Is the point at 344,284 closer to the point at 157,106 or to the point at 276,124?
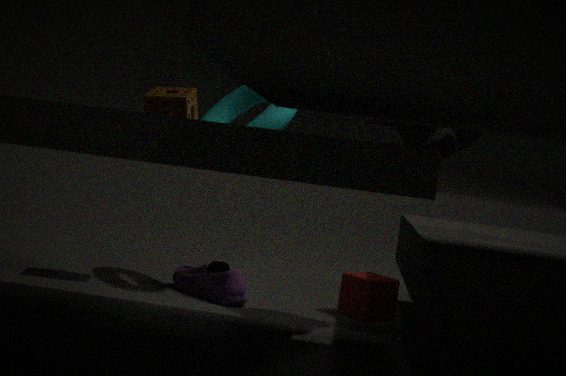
the point at 276,124
